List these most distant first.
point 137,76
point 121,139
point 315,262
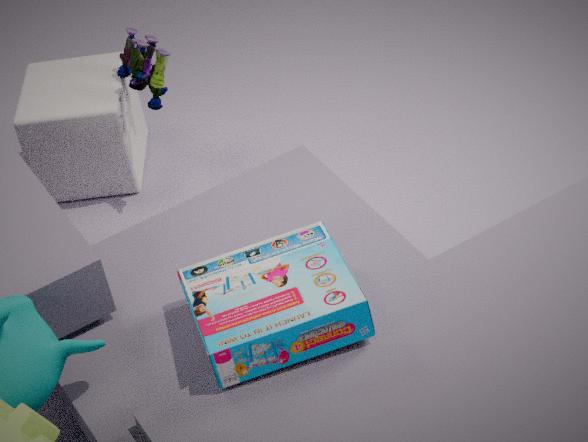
point 121,139 < point 137,76 < point 315,262
